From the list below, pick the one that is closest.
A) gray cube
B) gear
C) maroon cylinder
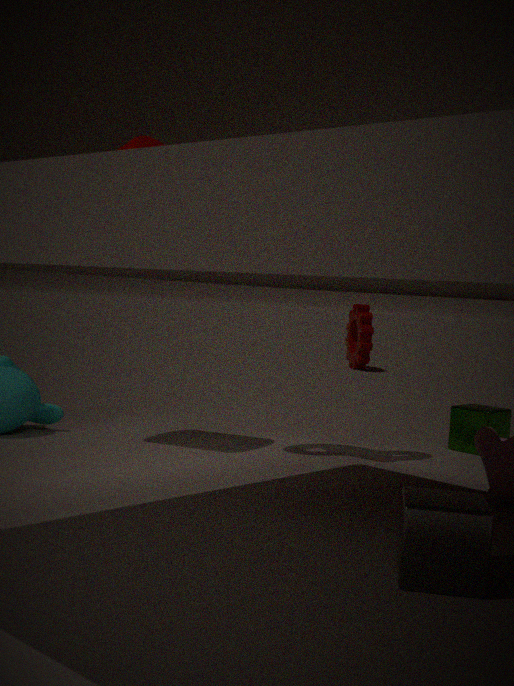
gray cube
